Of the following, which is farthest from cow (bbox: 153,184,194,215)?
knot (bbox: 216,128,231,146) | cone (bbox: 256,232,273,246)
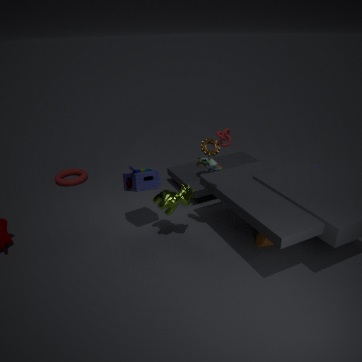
knot (bbox: 216,128,231,146)
